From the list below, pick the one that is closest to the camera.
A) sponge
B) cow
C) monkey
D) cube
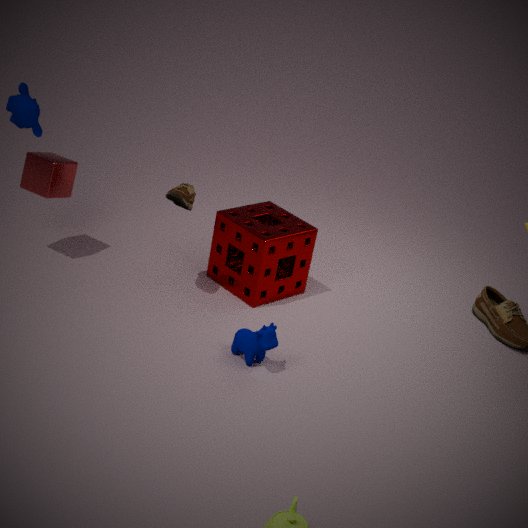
cow
